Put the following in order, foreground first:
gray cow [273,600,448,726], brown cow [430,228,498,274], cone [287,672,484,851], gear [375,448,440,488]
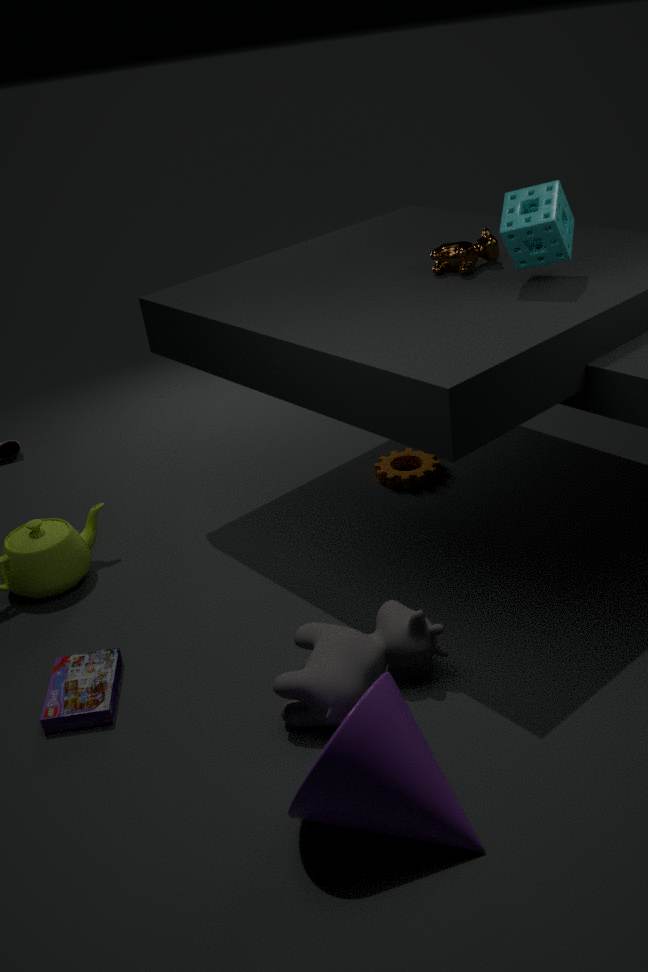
cone [287,672,484,851]
gray cow [273,600,448,726]
brown cow [430,228,498,274]
gear [375,448,440,488]
